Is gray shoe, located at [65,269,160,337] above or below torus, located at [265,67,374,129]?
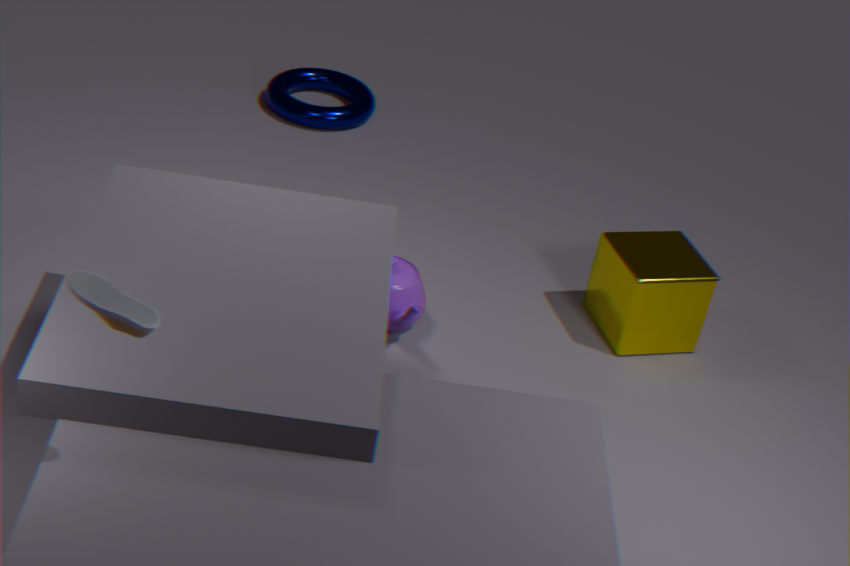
above
